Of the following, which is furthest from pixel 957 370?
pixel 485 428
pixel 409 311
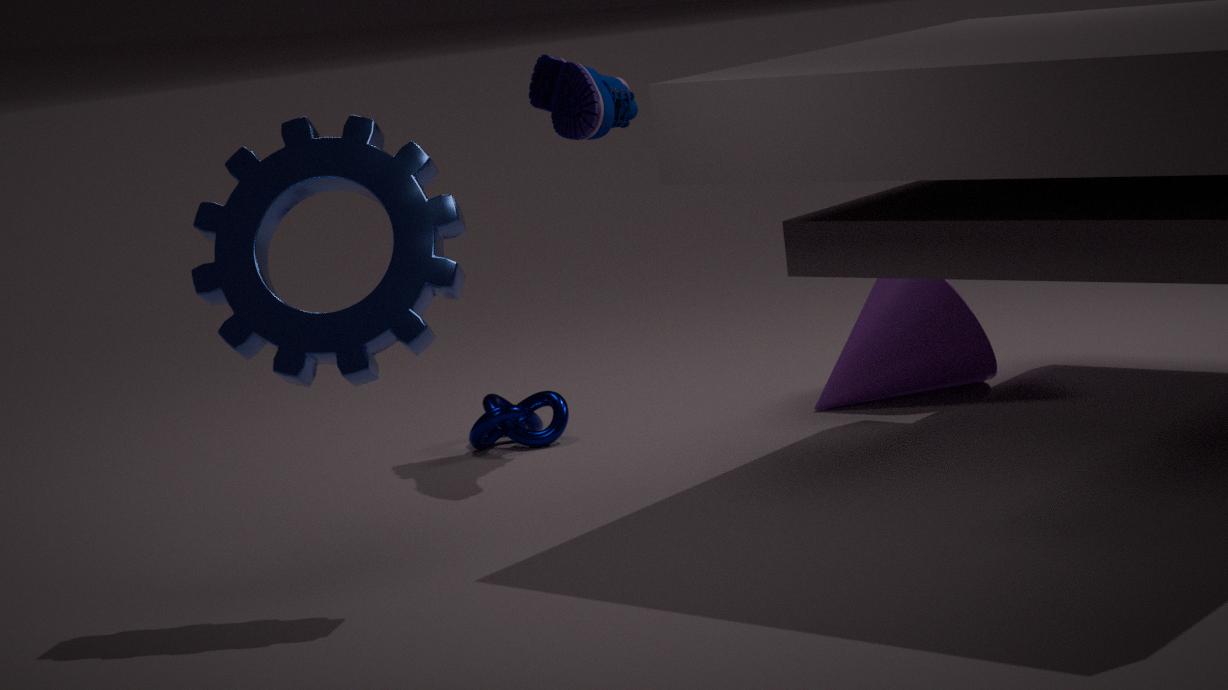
pixel 409 311
